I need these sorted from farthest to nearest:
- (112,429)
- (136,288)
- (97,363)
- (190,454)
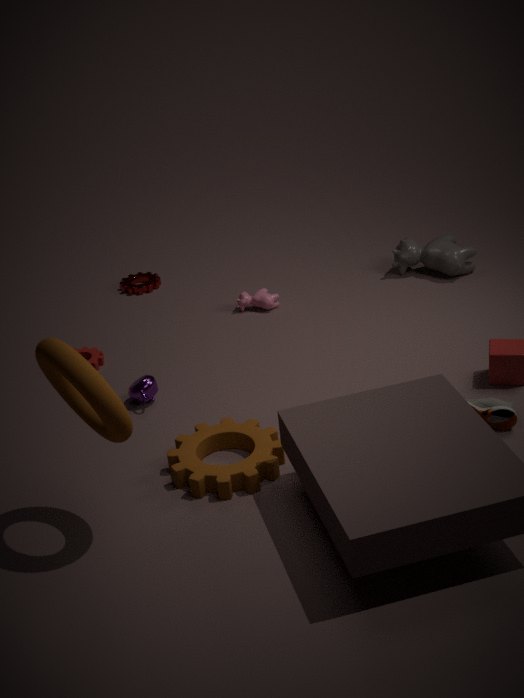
(136,288)
(97,363)
(190,454)
(112,429)
